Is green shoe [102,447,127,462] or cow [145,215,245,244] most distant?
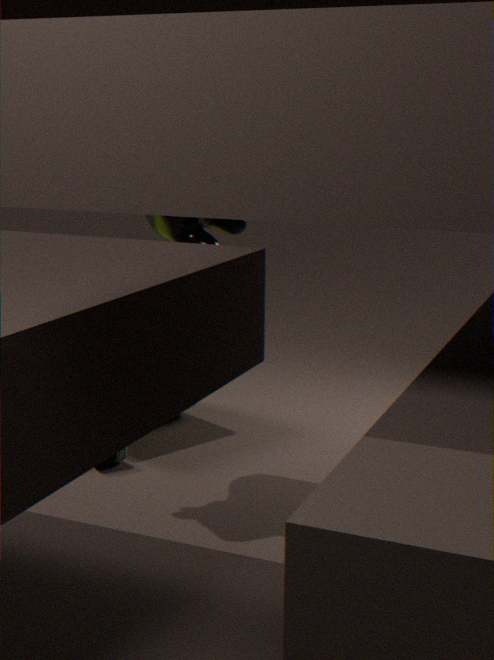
green shoe [102,447,127,462]
